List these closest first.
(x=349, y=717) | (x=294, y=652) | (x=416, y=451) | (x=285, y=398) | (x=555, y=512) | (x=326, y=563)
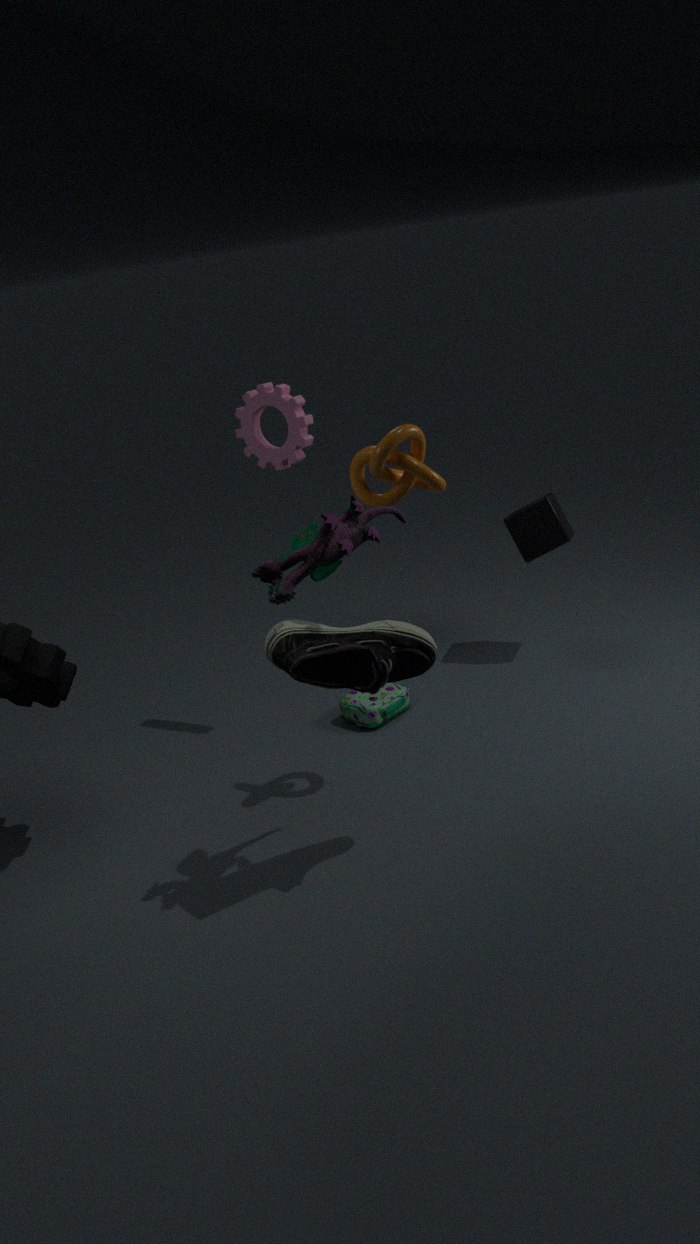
1. (x=294, y=652)
2. (x=326, y=563)
3. (x=416, y=451)
4. (x=285, y=398)
5. (x=349, y=717)
6. (x=555, y=512)
